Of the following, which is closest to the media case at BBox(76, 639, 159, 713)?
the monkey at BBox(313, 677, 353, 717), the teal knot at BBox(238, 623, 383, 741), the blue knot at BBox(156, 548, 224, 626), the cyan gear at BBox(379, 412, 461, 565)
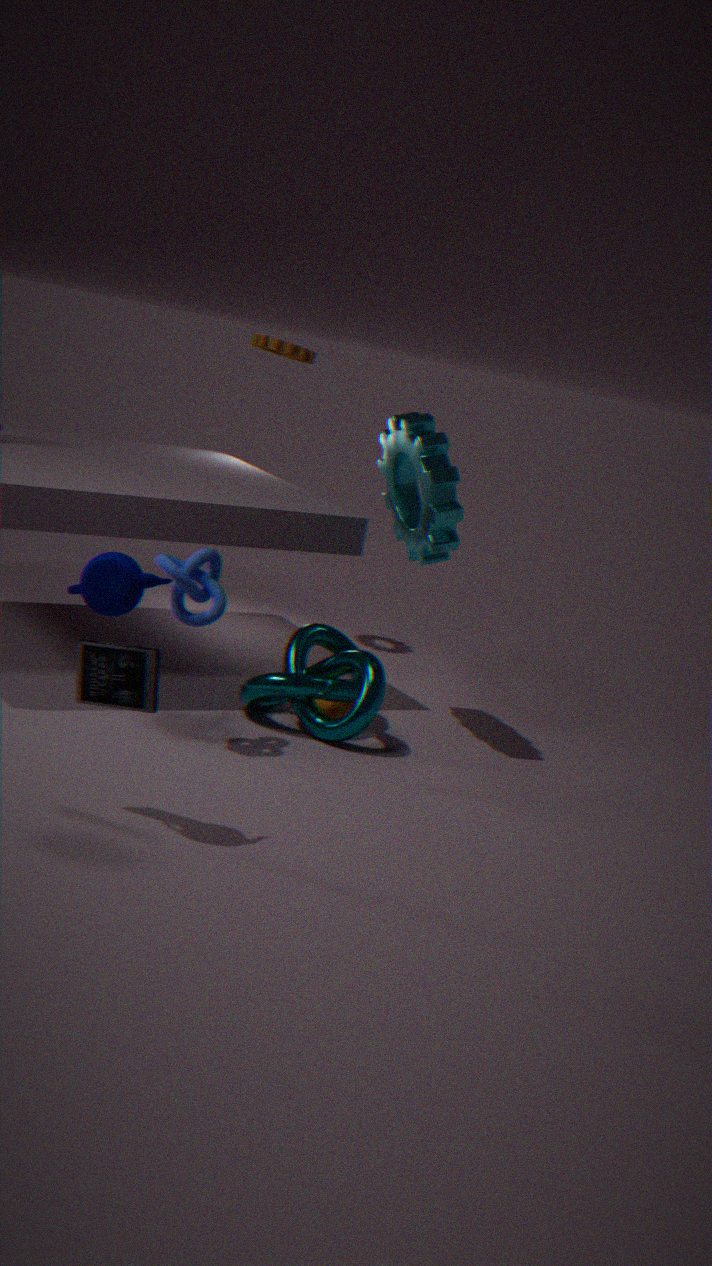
the blue knot at BBox(156, 548, 224, 626)
